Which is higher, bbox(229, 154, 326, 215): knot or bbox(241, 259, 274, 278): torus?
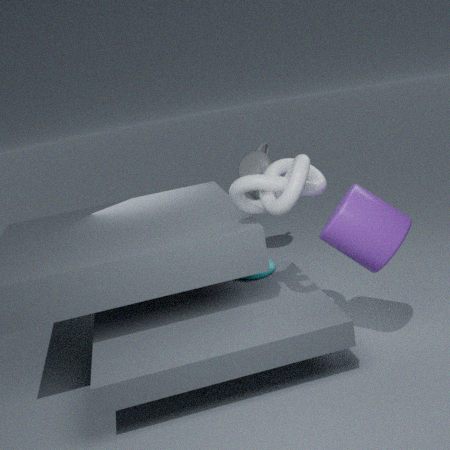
bbox(229, 154, 326, 215): knot
